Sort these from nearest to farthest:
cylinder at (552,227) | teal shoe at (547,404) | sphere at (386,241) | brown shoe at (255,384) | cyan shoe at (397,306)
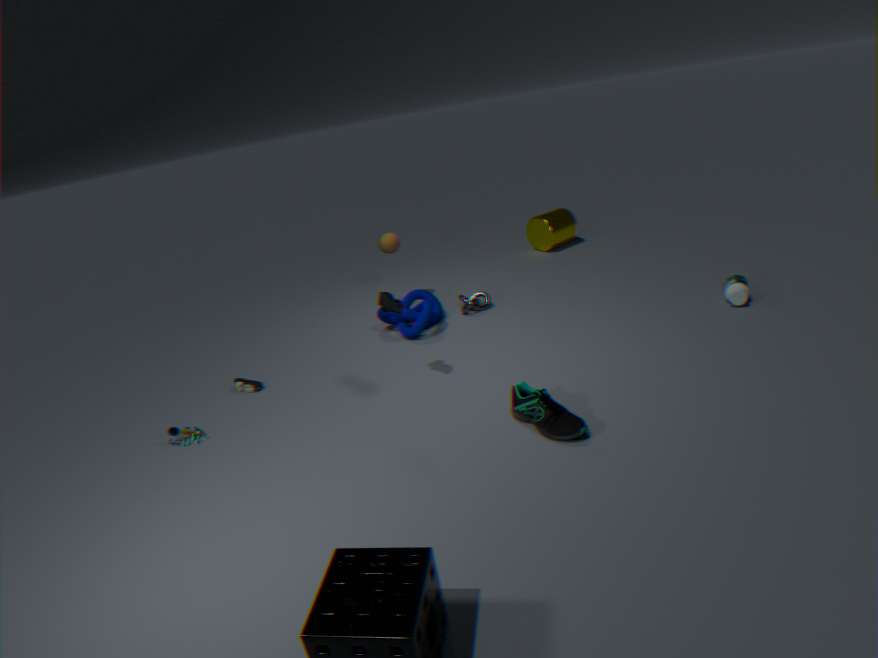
1. teal shoe at (547,404)
2. cyan shoe at (397,306)
3. brown shoe at (255,384)
4. sphere at (386,241)
5. cylinder at (552,227)
